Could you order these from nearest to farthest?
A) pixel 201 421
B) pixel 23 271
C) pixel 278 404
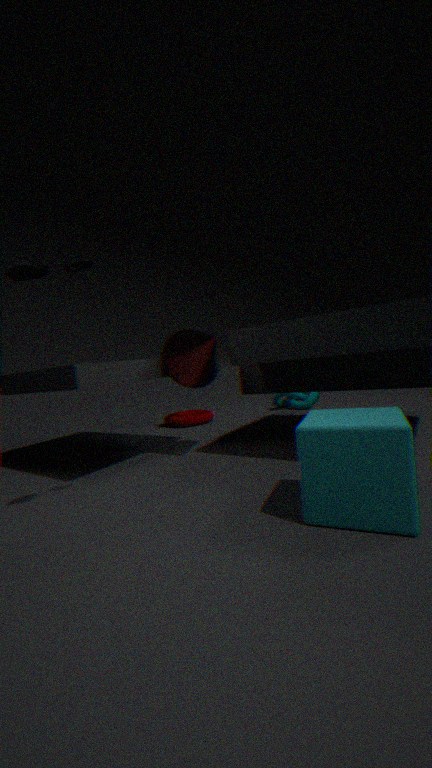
pixel 23 271
pixel 201 421
pixel 278 404
